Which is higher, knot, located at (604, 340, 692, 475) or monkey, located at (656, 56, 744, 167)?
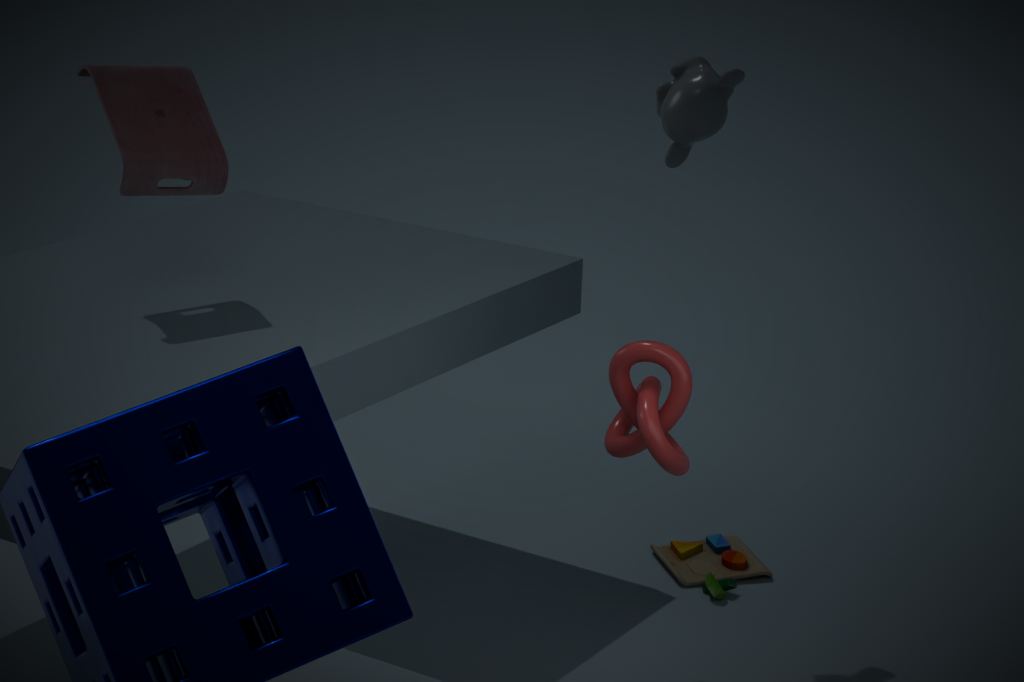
monkey, located at (656, 56, 744, 167)
